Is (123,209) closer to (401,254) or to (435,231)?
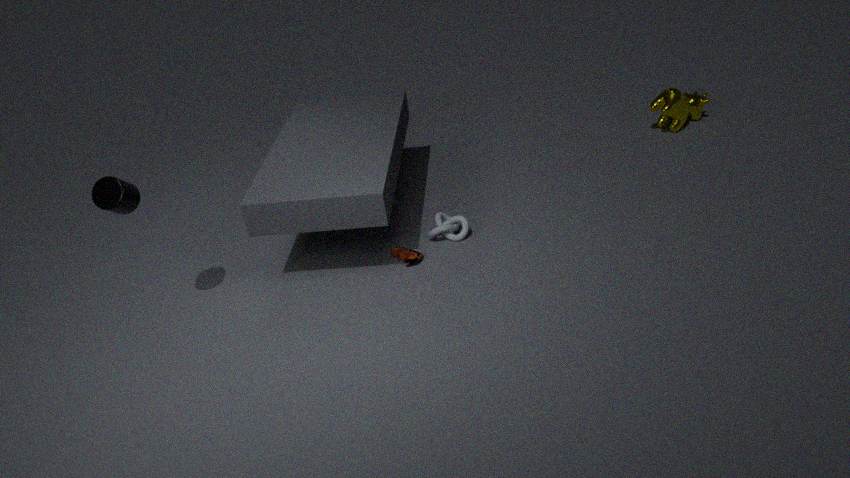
(401,254)
